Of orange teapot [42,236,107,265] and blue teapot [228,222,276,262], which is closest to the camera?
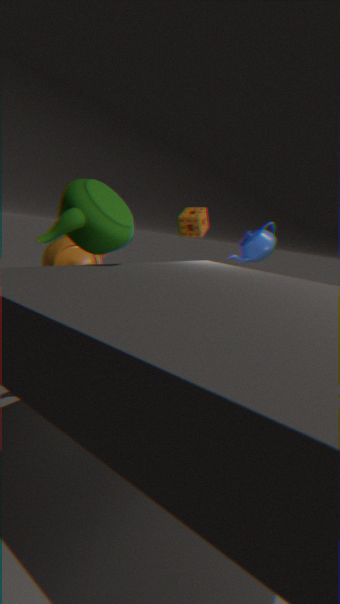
orange teapot [42,236,107,265]
